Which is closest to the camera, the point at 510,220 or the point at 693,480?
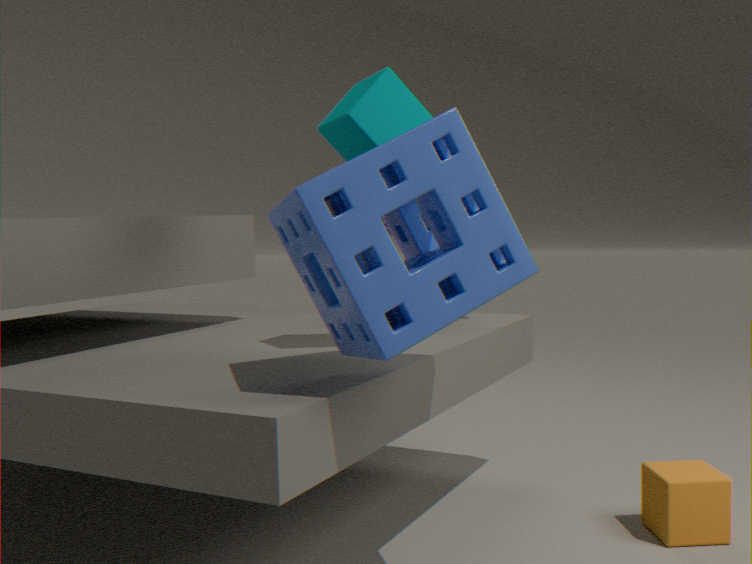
the point at 510,220
